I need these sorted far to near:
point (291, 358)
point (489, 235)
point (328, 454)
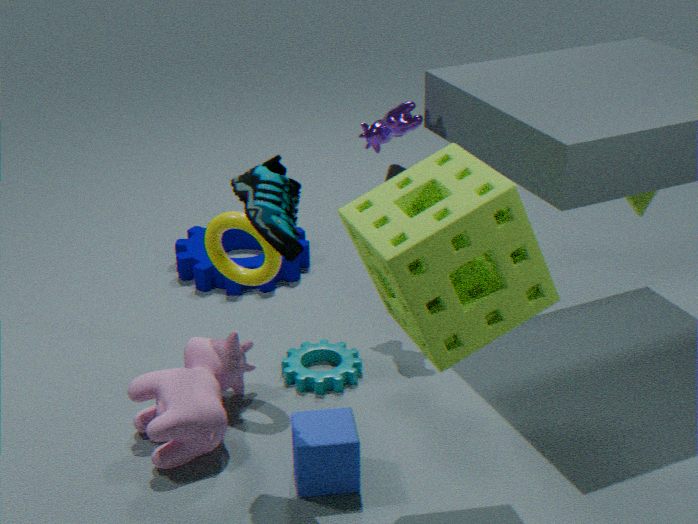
point (291, 358), point (328, 454), point (489, 235)
